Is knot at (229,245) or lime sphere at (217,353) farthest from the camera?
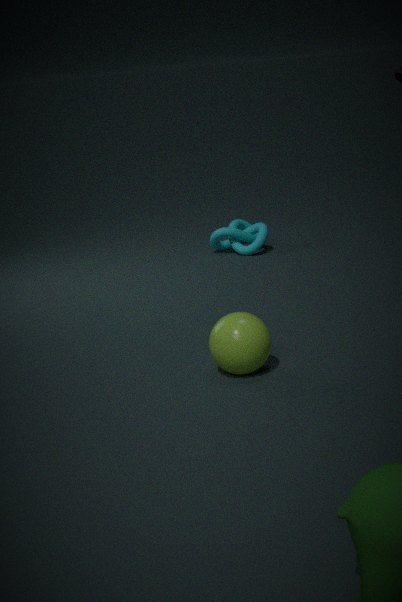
knot at (229,245)
